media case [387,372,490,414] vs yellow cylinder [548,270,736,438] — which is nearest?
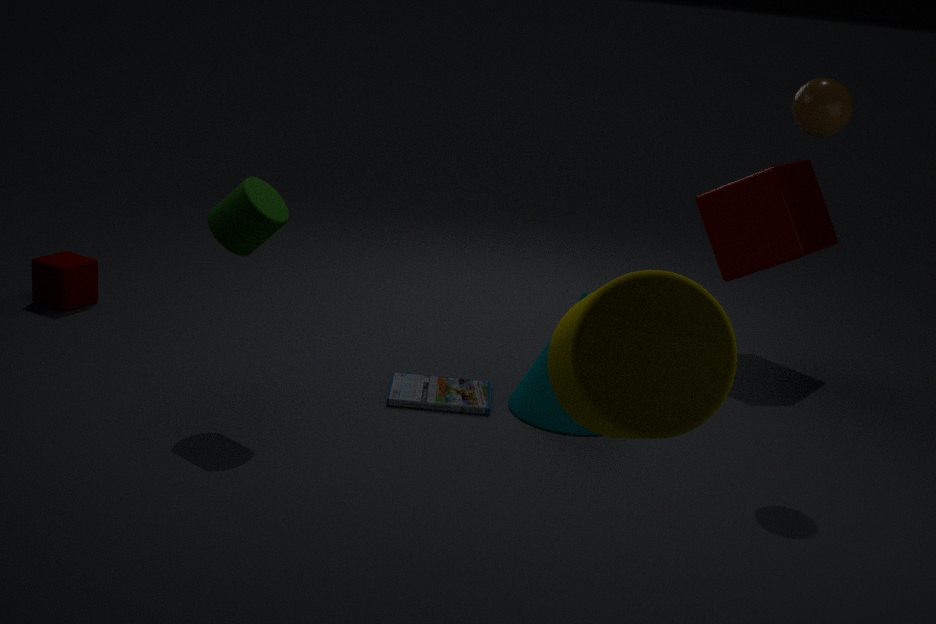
yellow cylinder [548,270,736,438]
